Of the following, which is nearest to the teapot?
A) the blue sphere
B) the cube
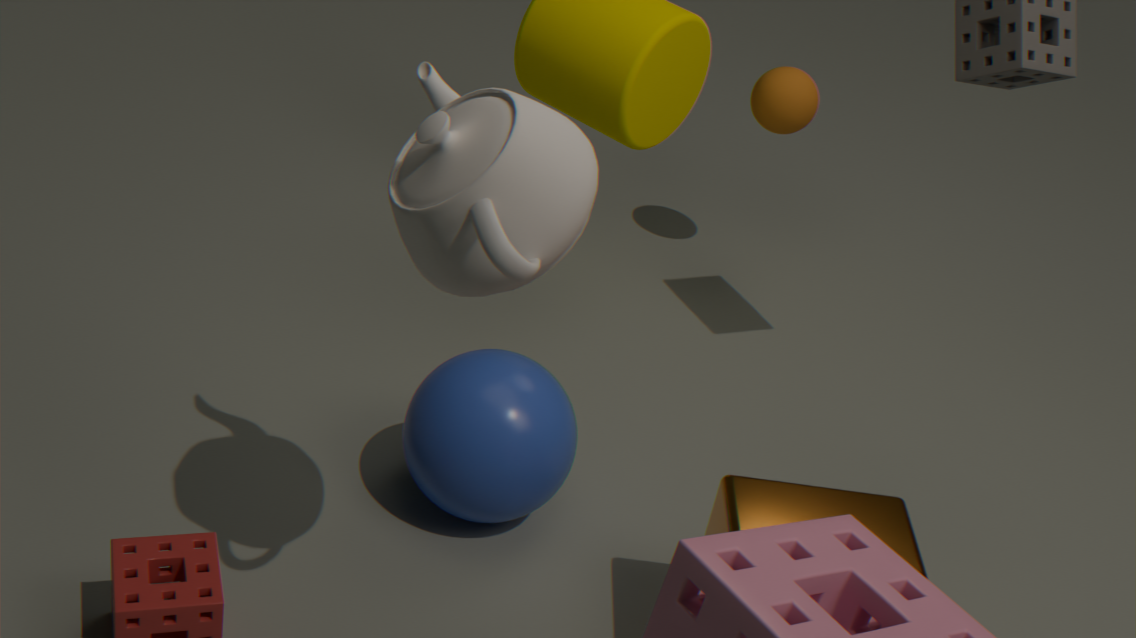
the blue sphere
